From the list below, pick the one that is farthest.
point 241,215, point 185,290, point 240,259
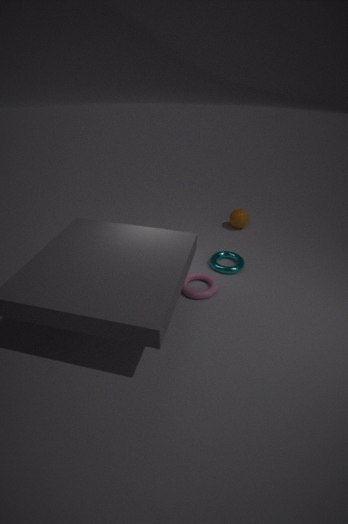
point 241,215
